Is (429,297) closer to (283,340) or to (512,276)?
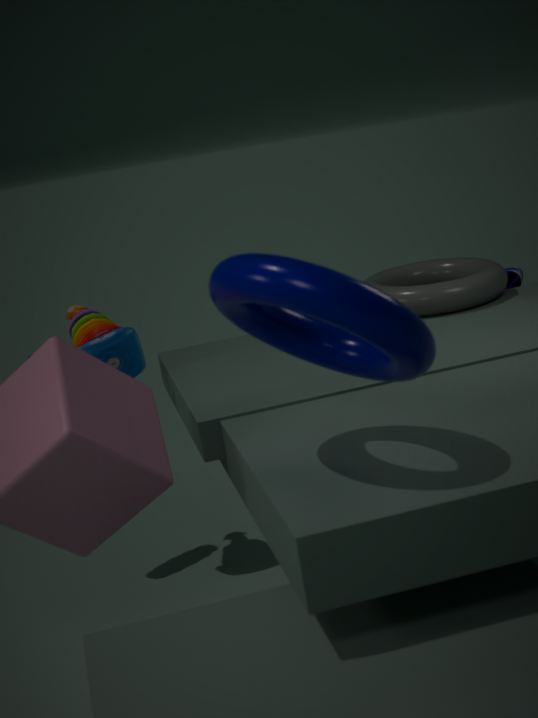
(512,276)
